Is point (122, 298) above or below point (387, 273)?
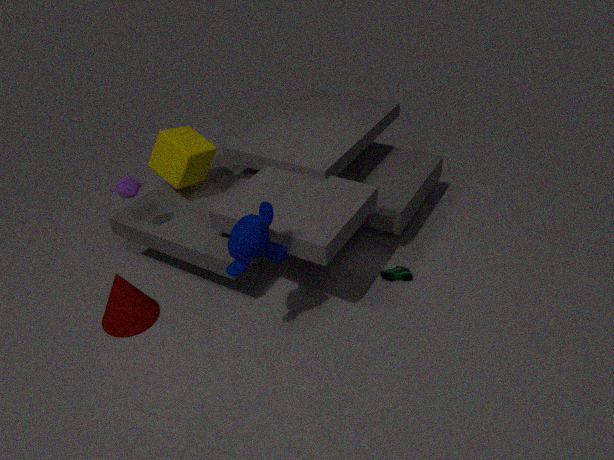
above
